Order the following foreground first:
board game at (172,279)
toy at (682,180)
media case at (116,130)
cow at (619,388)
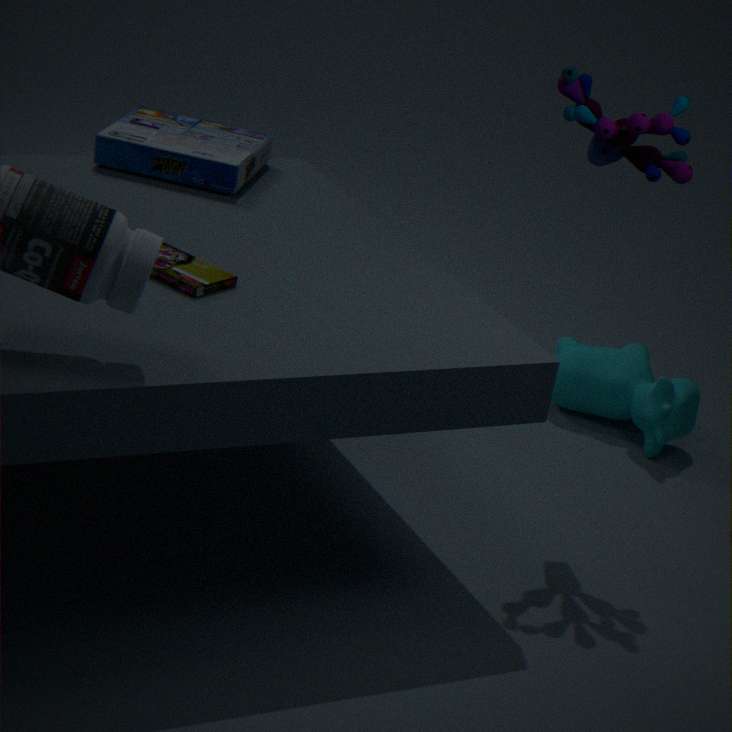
board game at (172,279) → toy at (682,180) → media case at (116,130) → cow at (619,388)
